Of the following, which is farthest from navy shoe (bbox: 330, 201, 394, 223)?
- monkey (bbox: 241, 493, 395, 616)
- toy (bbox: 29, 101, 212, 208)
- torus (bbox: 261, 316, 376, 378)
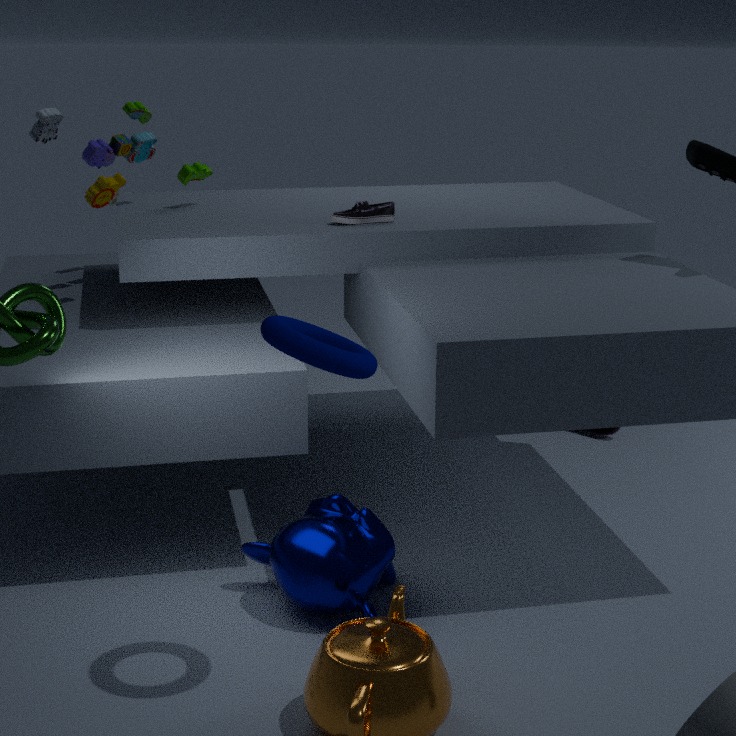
torus (bbox: 261, 316, 376, 378)
